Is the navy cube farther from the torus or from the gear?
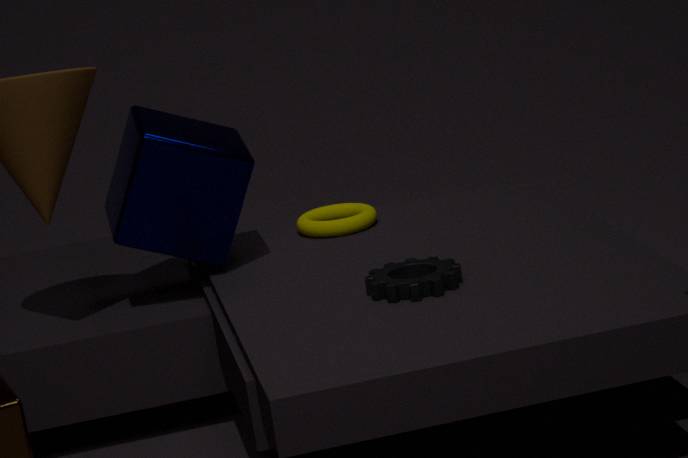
the gear
